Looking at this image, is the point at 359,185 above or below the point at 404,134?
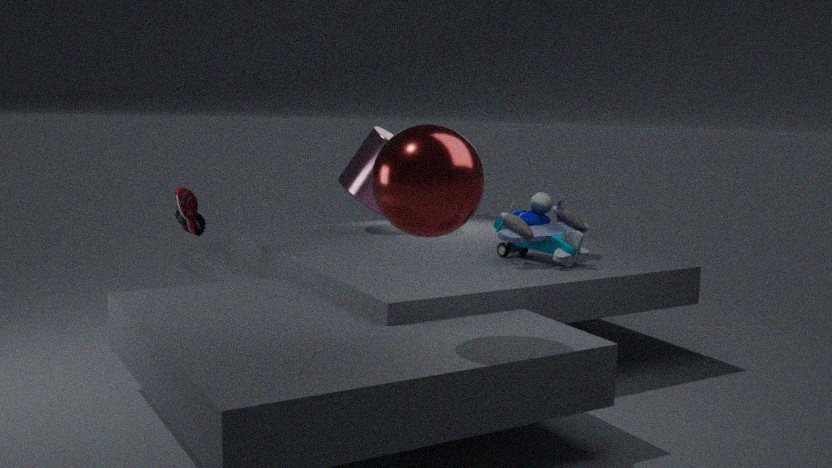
below
